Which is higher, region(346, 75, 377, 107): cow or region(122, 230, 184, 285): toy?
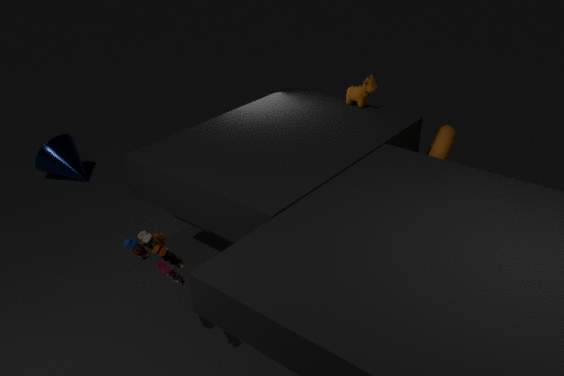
region(346, 75, 377, 107): cow
